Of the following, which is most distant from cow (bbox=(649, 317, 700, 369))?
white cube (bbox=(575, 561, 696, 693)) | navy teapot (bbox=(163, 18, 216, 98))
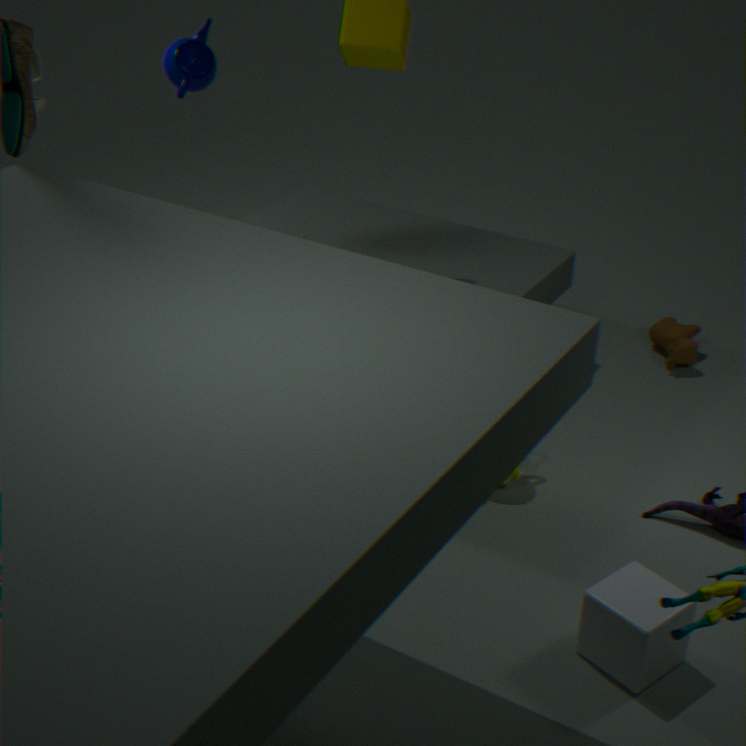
navy teapot (bbox=(163, 18, 216, 98))
